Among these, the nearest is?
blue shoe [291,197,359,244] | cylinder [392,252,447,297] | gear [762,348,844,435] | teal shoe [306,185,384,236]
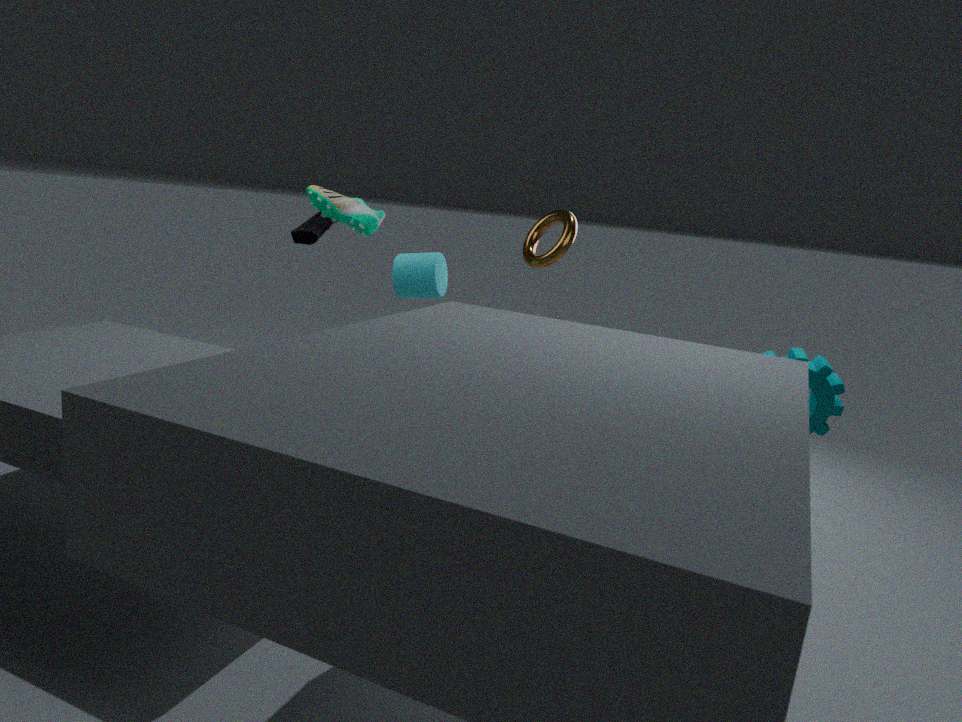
gear [762,348,844,435]
